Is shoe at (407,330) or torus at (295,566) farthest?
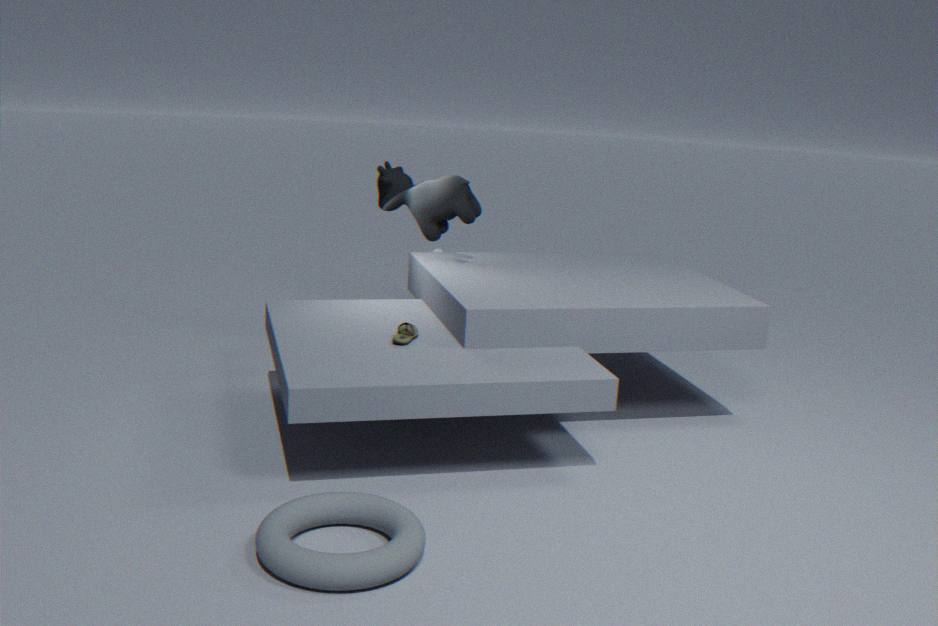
shoe at (407,330)
